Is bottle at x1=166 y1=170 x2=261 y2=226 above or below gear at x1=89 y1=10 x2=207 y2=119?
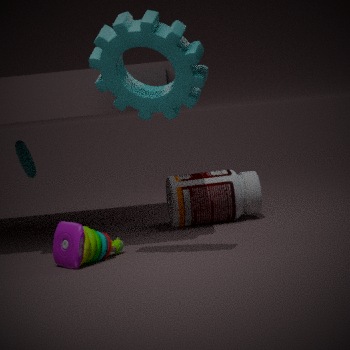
below
